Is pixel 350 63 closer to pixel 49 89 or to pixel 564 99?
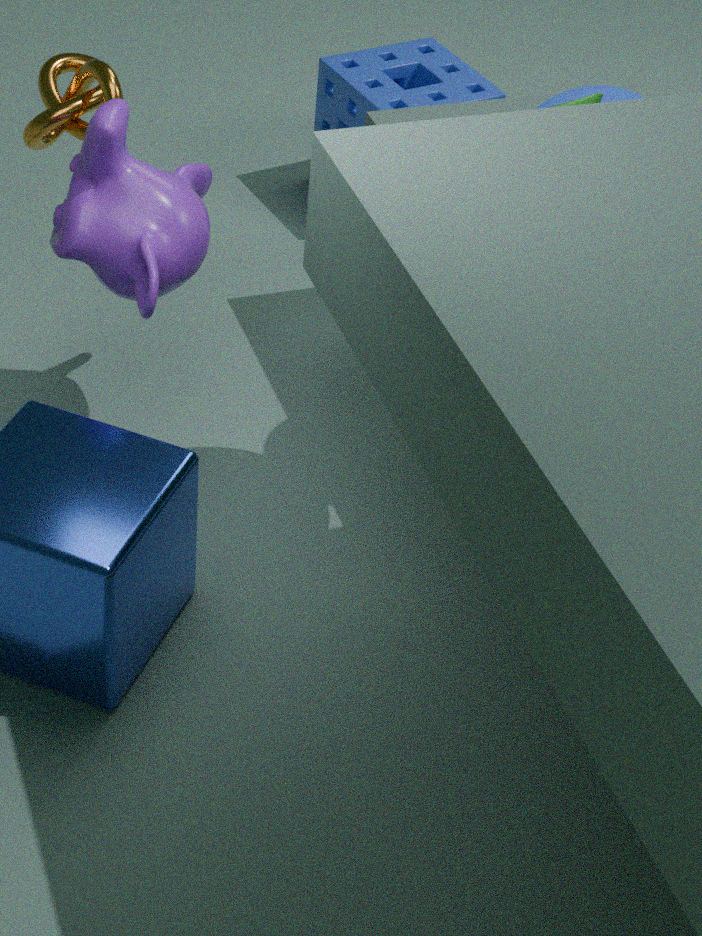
pixel 49 89
